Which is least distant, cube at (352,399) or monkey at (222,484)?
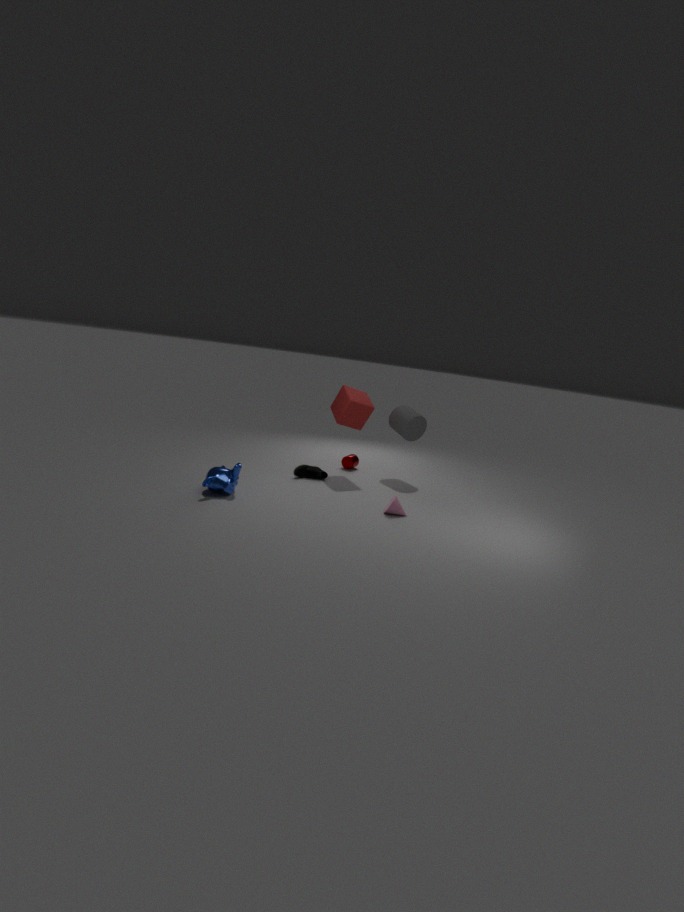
monkey at (222,484)
